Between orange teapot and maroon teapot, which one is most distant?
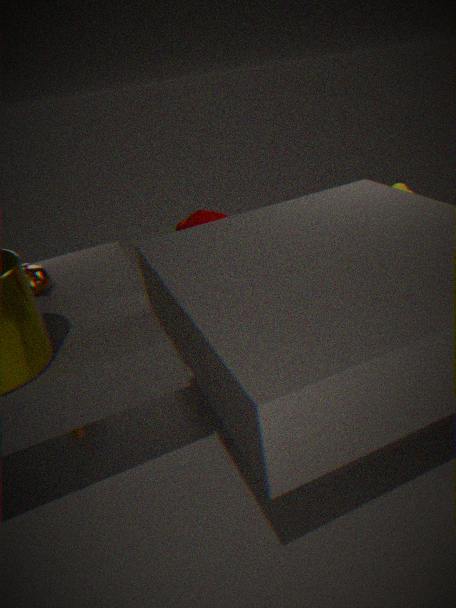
orange teapot
